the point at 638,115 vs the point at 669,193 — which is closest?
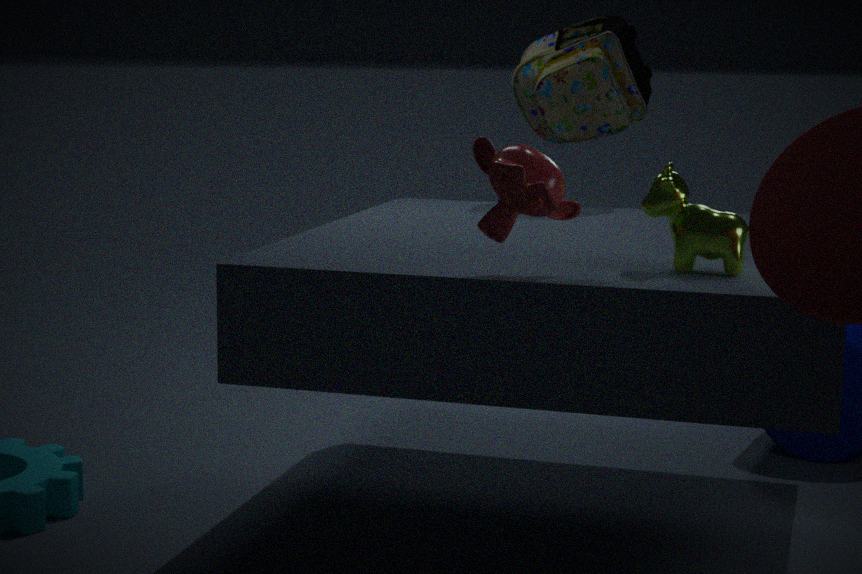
the point at 669,193
